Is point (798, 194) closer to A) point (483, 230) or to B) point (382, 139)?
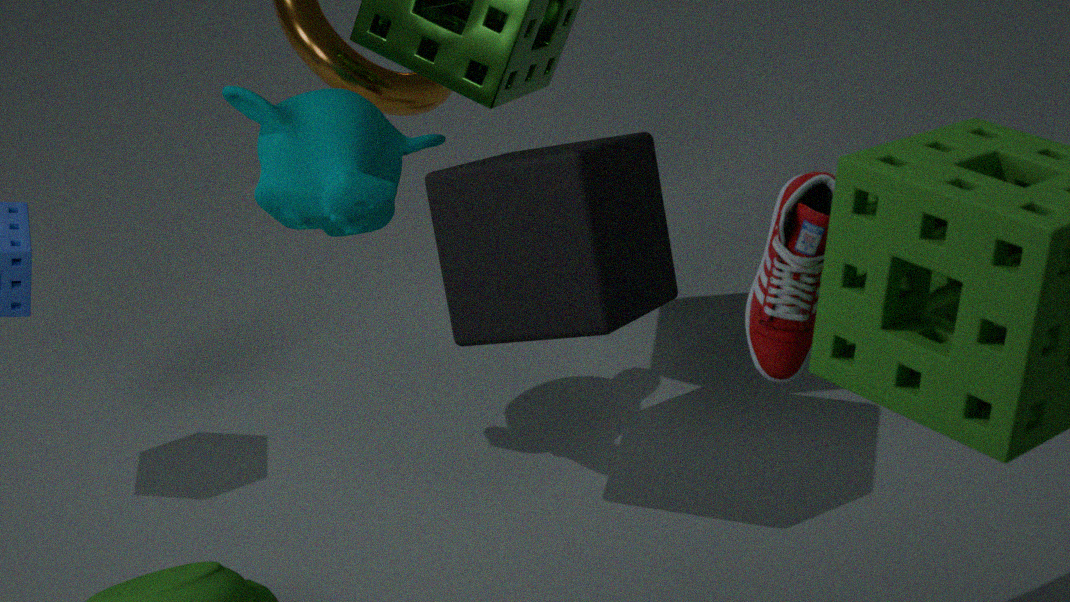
A) point (483, 230)
